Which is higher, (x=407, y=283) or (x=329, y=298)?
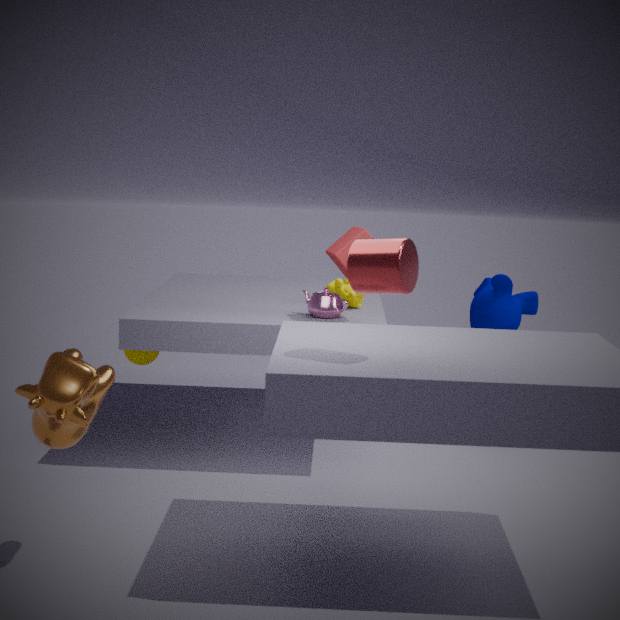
(x=407, y=283)
